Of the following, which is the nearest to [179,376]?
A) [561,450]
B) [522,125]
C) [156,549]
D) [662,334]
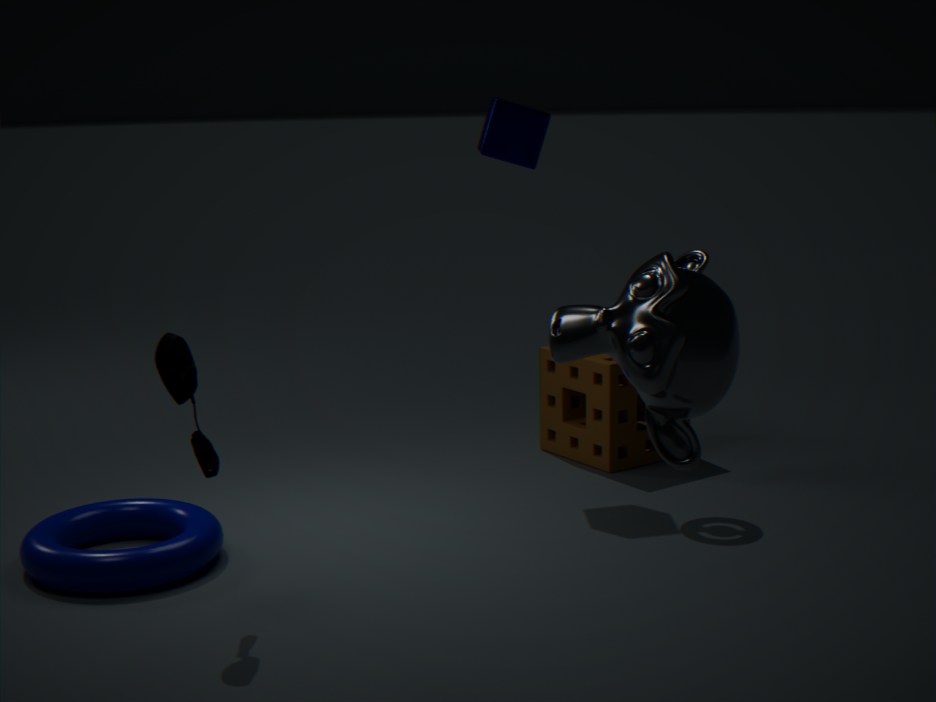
[156,549]
